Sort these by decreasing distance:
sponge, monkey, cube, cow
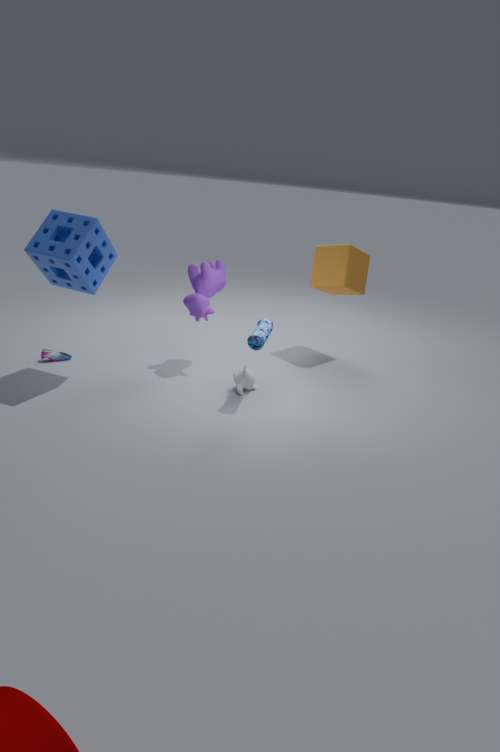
cube < cow < monkey < sponge
